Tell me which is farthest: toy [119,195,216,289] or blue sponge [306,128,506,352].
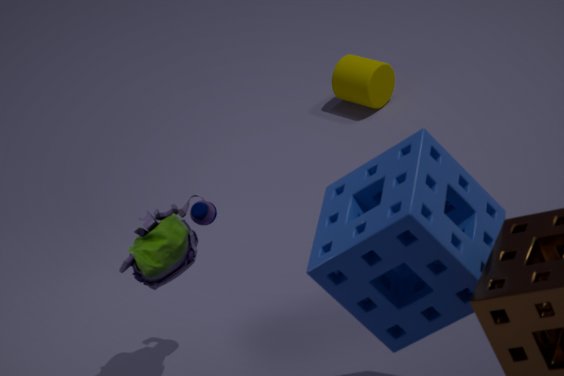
toy [119,195,216,289]
